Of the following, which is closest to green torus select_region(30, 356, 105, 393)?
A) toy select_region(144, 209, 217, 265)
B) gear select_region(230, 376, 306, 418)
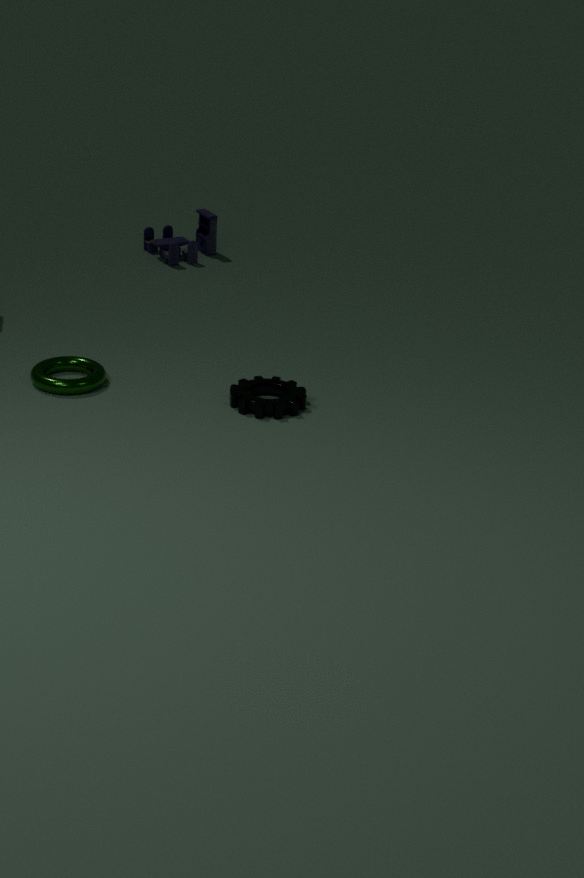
gear select_region(230, 376, 306, 418)
